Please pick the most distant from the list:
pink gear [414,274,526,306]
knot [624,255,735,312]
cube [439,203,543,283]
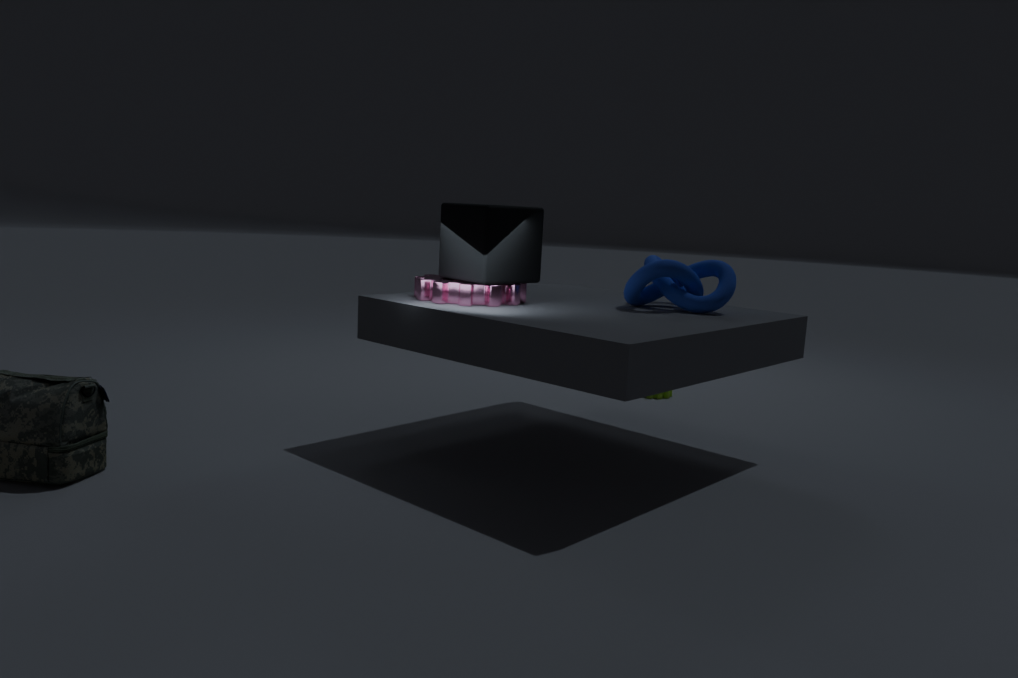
knot [624,255,735,312]
